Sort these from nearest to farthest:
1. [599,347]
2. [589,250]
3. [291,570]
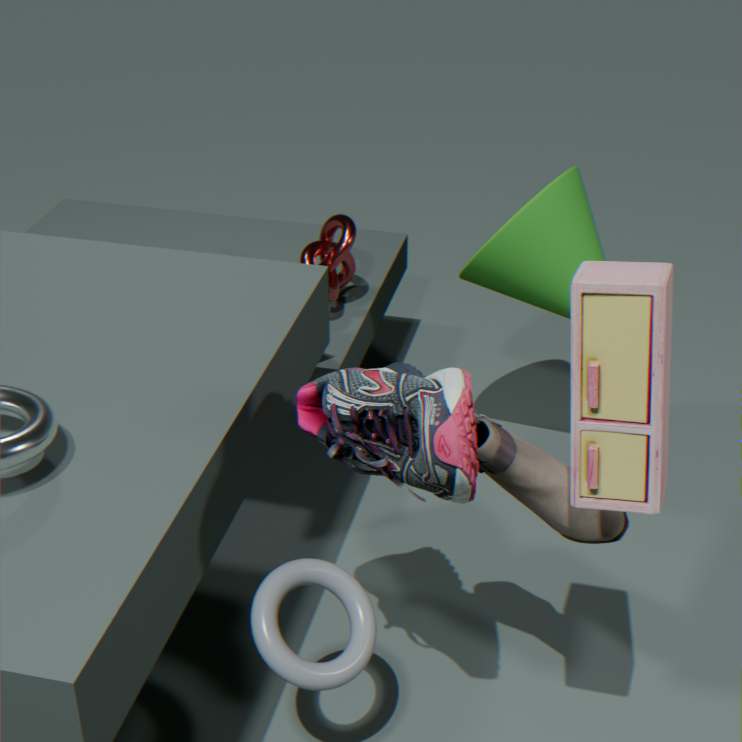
[599,347], [291,570], [589,250]
